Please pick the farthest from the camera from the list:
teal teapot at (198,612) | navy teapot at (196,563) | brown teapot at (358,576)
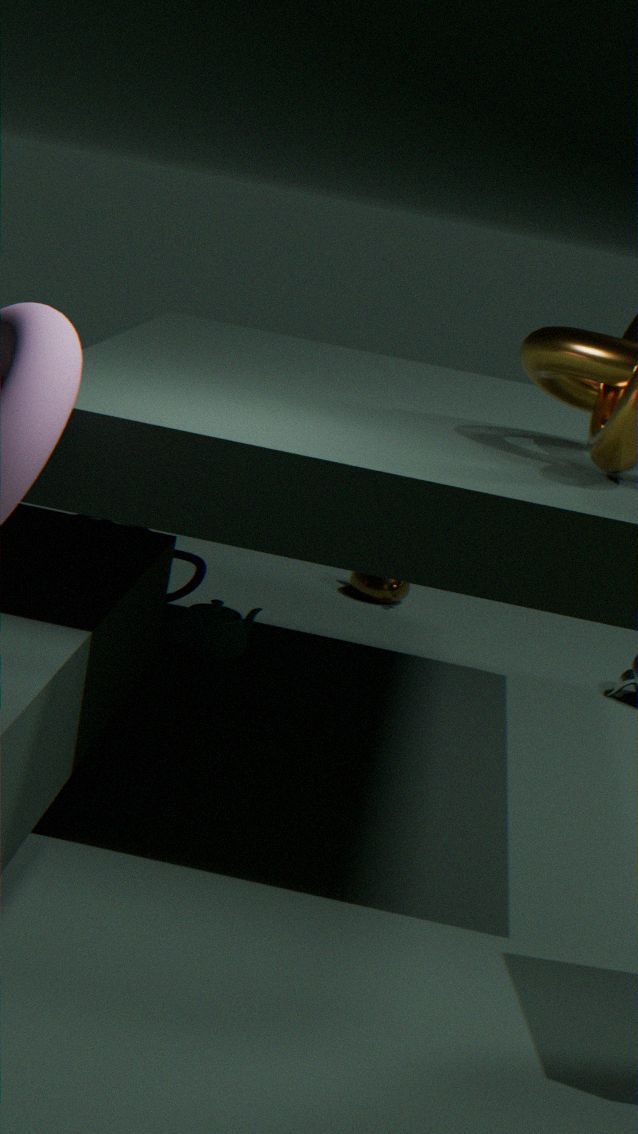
brown teapot at (358,576)
